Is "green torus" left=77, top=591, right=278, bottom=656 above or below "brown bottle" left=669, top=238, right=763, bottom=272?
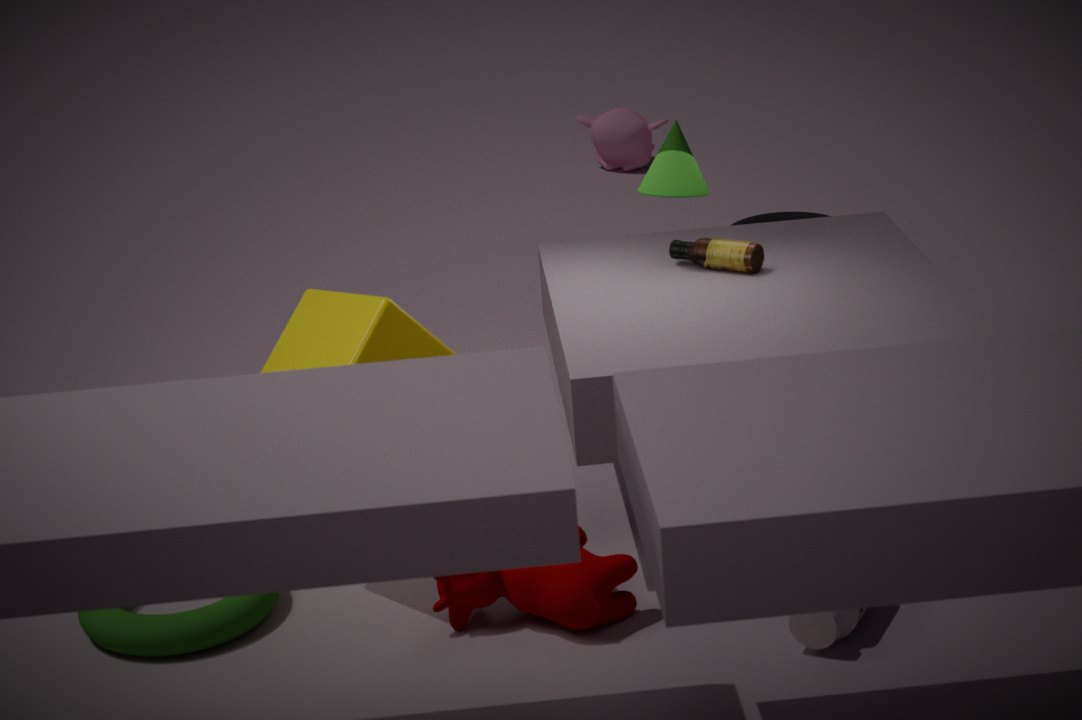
below
